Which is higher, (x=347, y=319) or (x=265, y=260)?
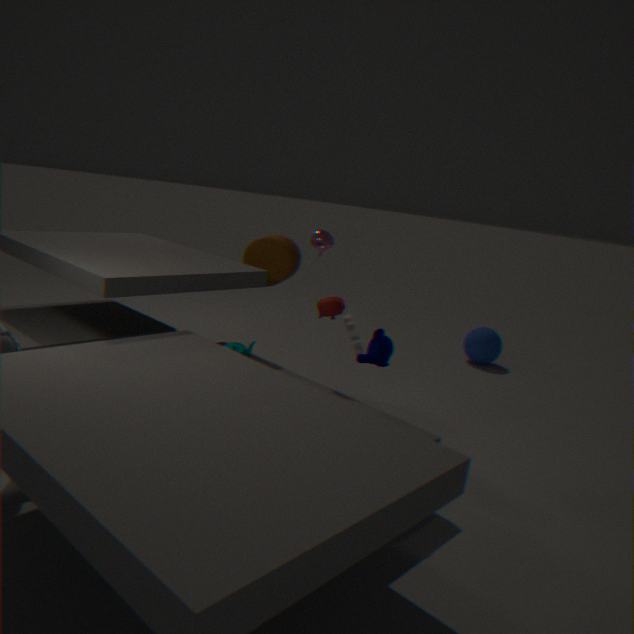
(x=265, y=260)
